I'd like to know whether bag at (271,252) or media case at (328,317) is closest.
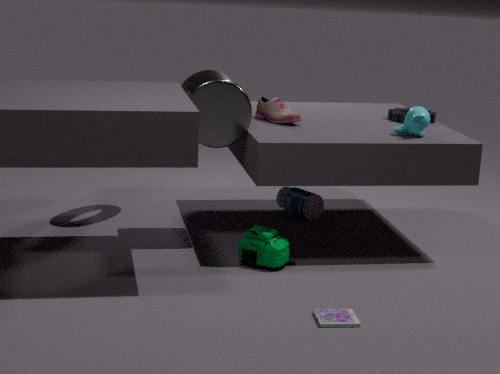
media case at (328,317)
